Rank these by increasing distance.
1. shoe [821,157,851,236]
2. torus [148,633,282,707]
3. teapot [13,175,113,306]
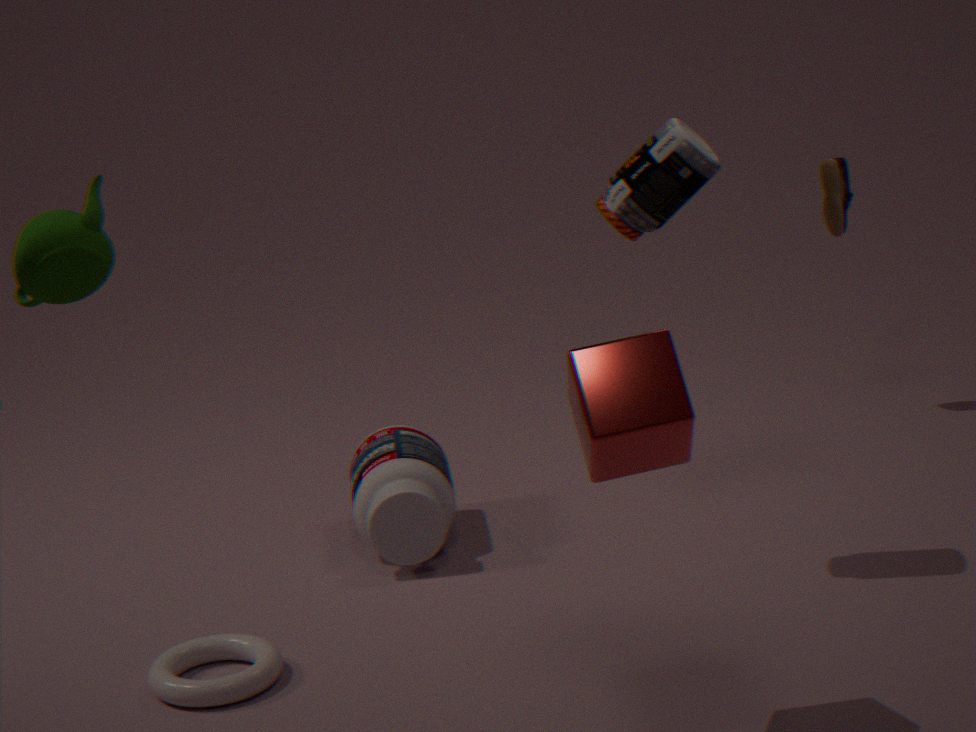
teapot [13,175,113,306] < torus [148,633,282,707] < shoe [821,157,851,236]
